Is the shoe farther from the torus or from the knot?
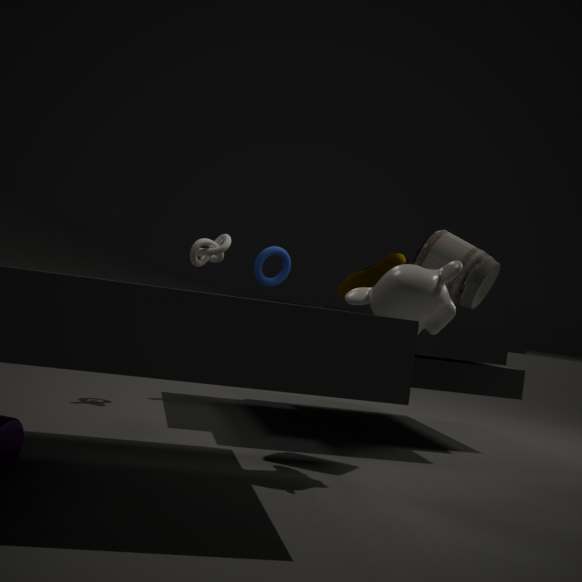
the torus
